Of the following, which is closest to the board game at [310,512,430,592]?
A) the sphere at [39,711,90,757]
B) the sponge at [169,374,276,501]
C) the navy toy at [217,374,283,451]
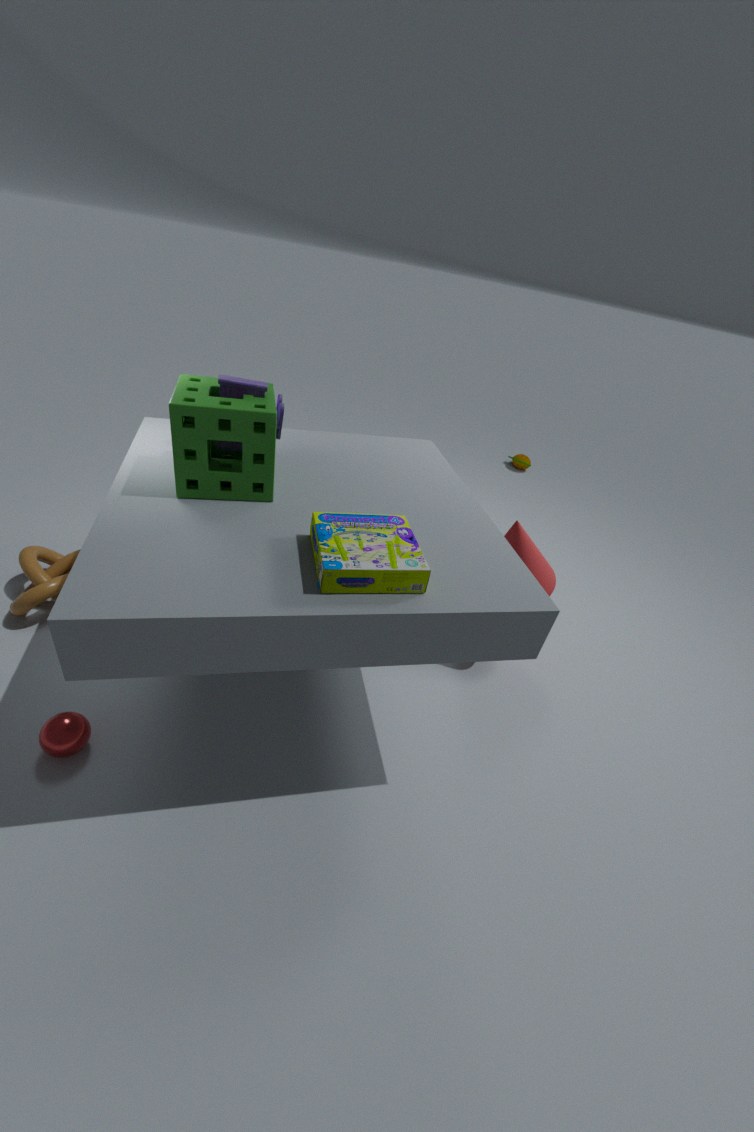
the sponge at [169,374,276,501]
